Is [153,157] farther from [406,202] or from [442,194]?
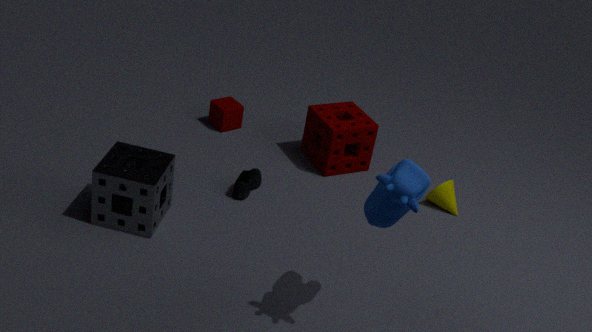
[442,194]
